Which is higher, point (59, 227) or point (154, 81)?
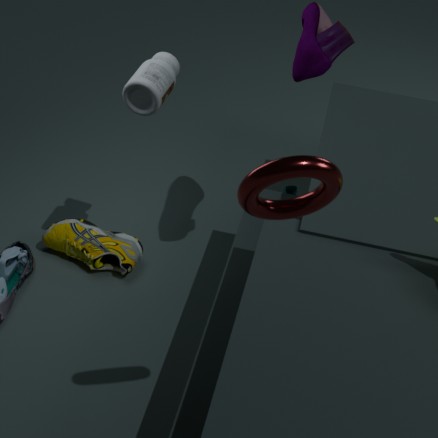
point (154, 81)
